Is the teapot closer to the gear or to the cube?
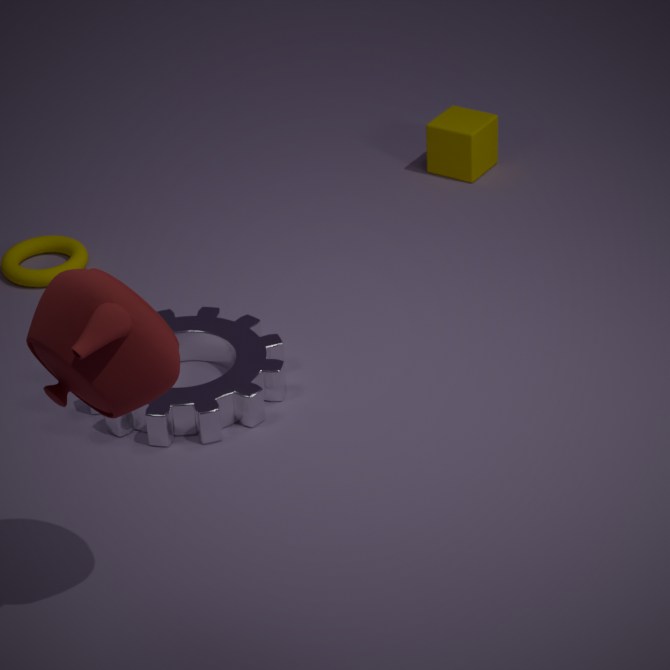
the gear
